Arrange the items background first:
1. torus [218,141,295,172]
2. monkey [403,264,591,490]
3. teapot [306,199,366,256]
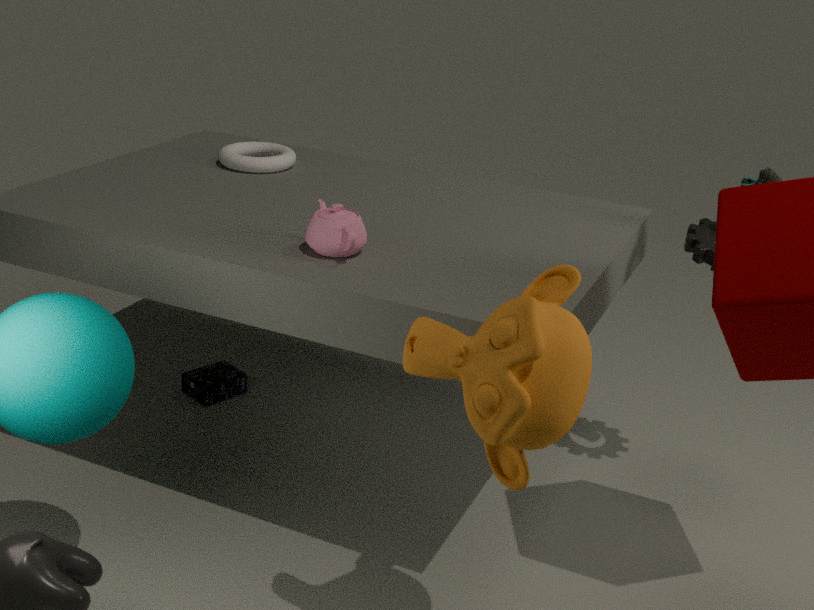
torus [218,141,295,172] → teapot [306,199,366,256] → monkey [403,264,591,490]
